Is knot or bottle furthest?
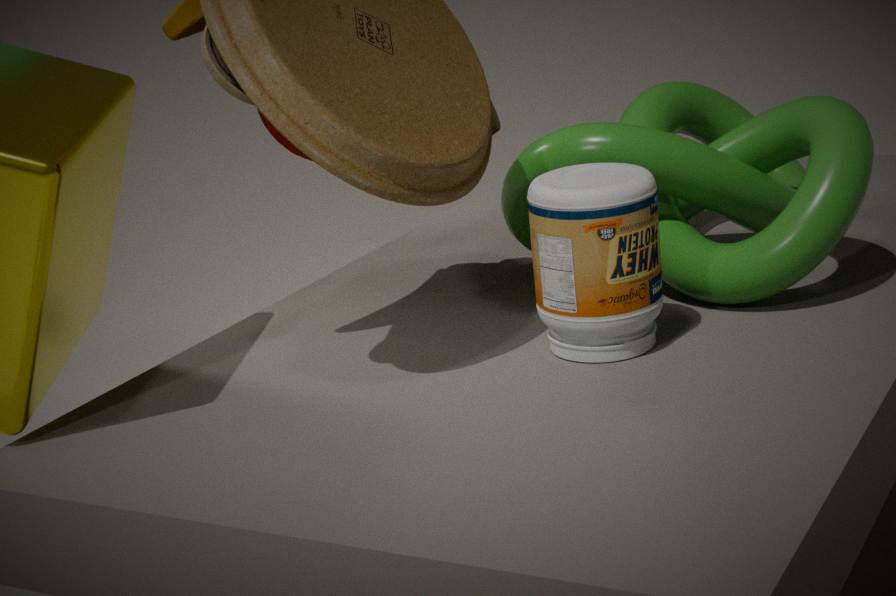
knot
